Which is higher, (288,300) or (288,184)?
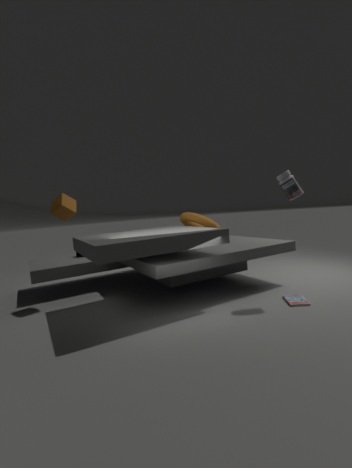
(288,184)
